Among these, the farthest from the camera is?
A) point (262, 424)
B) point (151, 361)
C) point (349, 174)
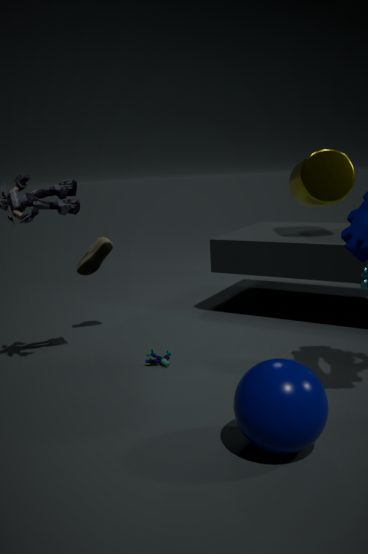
point (349, 174)
